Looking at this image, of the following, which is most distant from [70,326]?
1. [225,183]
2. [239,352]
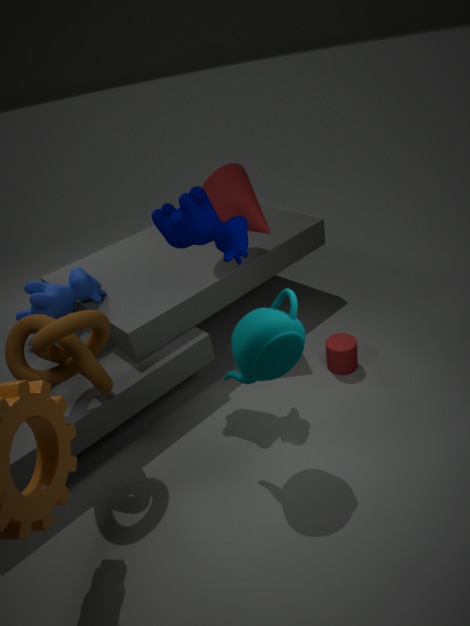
[225,183]
